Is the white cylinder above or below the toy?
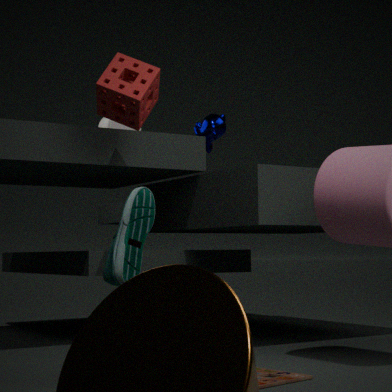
above
